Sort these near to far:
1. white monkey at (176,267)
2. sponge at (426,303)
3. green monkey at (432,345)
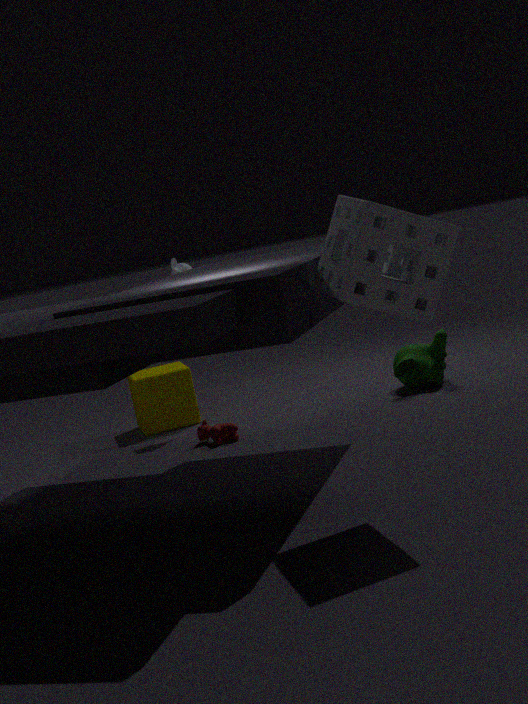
sponge at (426,303), green monkey at (432,345), white monkey at (176,267)
